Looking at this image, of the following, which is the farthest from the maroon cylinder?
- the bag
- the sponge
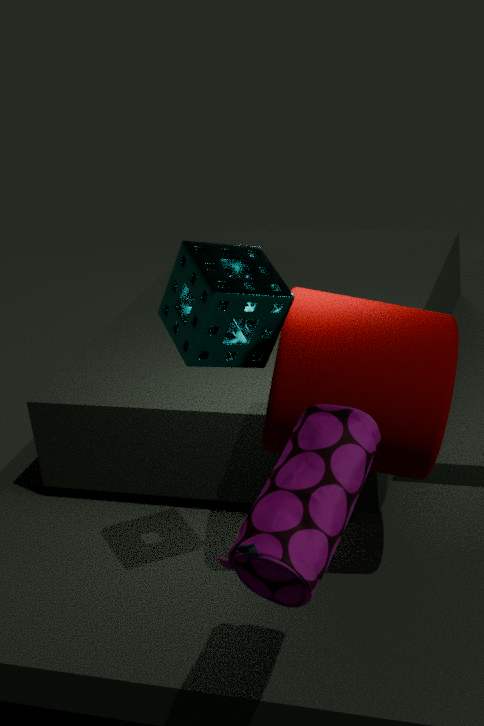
the bag
